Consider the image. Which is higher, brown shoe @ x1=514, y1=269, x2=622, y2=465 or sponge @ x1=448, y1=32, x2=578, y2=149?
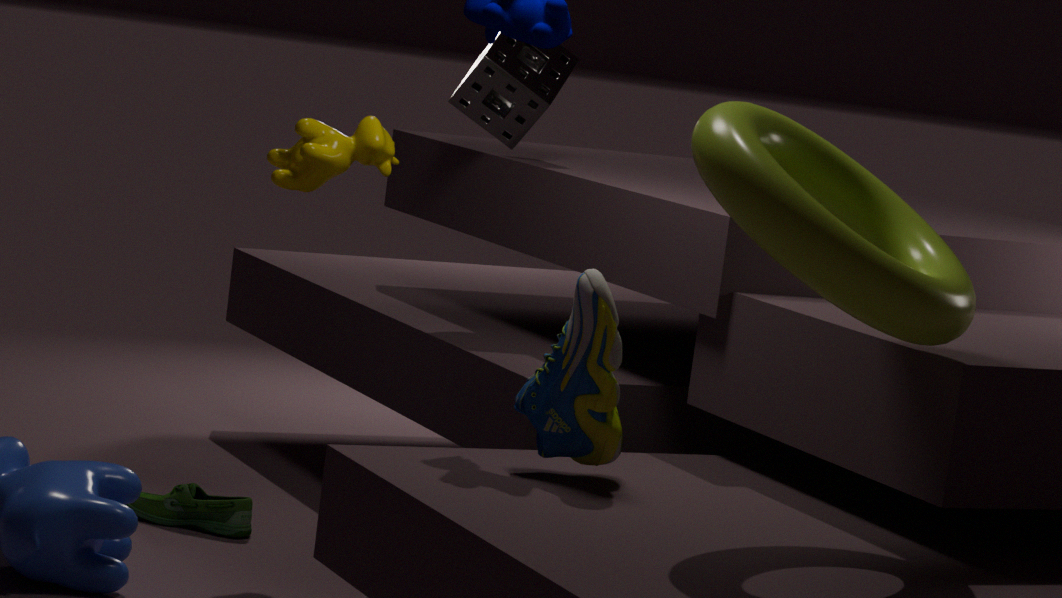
sponge @ x1=448, y1=32, x2=578, y2=149
